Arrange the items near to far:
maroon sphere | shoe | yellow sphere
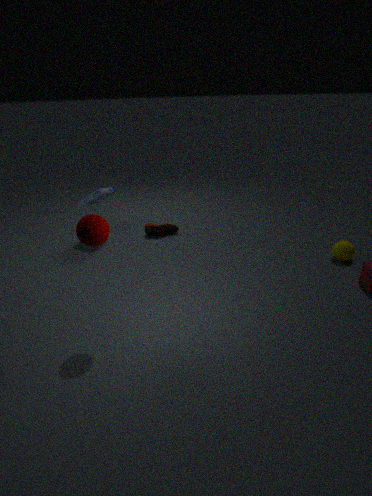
maroon sphere → yellow sphere → shoe
